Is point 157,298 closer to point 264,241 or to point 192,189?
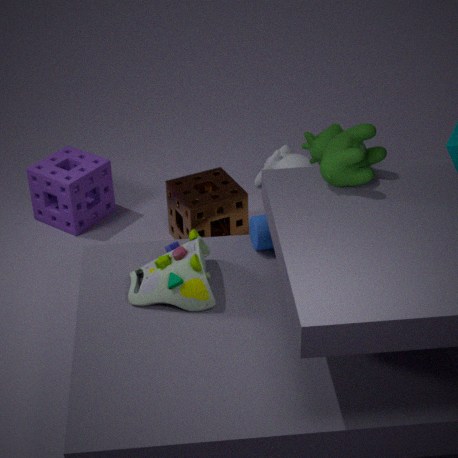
point 264,241
